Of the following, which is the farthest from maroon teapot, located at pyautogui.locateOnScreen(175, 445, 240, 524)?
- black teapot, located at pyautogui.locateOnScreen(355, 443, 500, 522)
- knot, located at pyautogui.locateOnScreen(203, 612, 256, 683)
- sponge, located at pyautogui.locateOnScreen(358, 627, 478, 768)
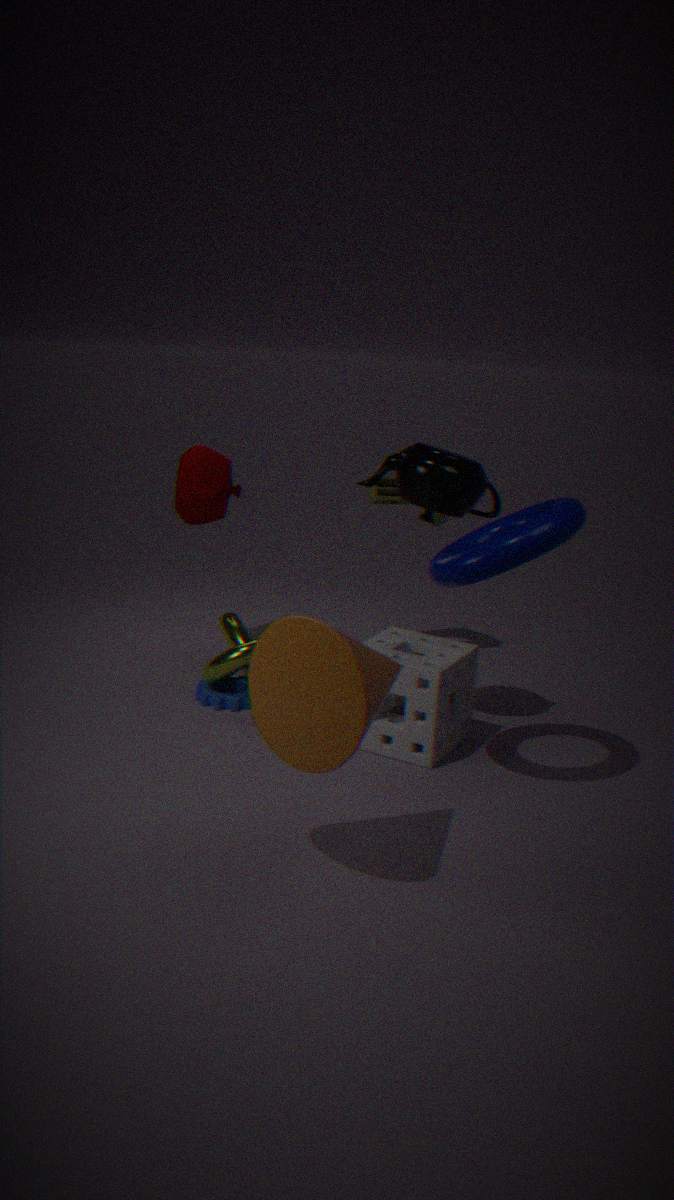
sponge, located at pyautogui.locateOnScreen(358, 627, 478, 768)
